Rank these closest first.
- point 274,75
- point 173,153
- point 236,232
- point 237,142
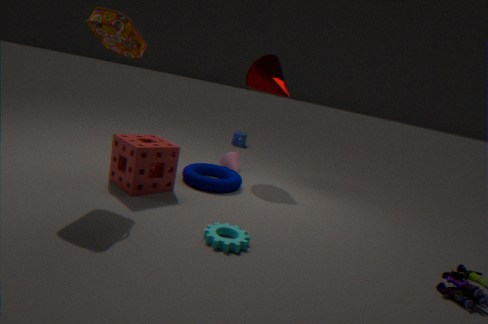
point 236,232
point 173,153
point 274,75
point 237,142
